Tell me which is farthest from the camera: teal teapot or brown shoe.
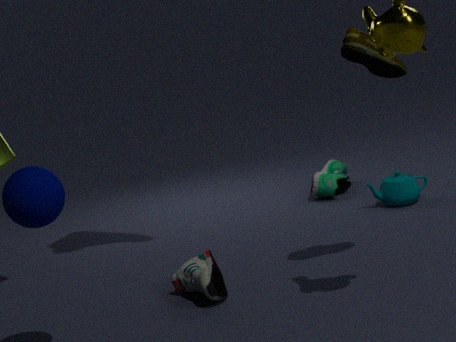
teal teapot
